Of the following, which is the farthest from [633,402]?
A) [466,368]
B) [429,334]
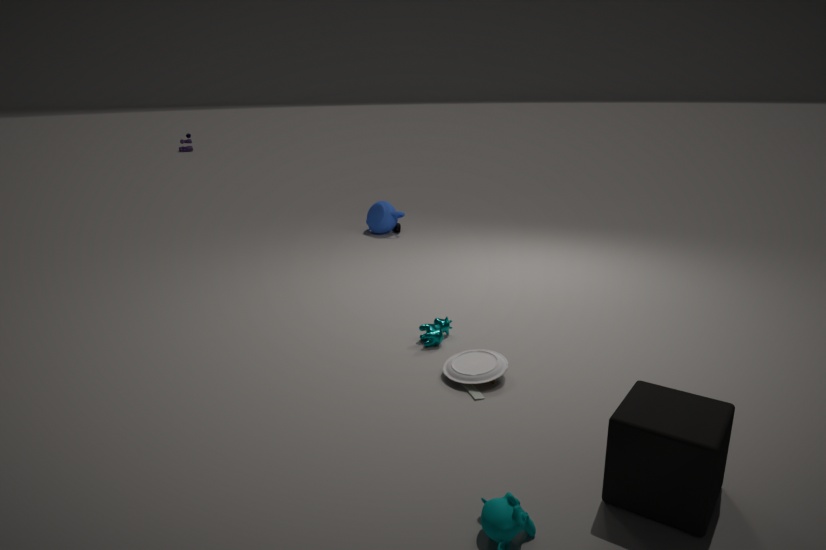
[429,334]
